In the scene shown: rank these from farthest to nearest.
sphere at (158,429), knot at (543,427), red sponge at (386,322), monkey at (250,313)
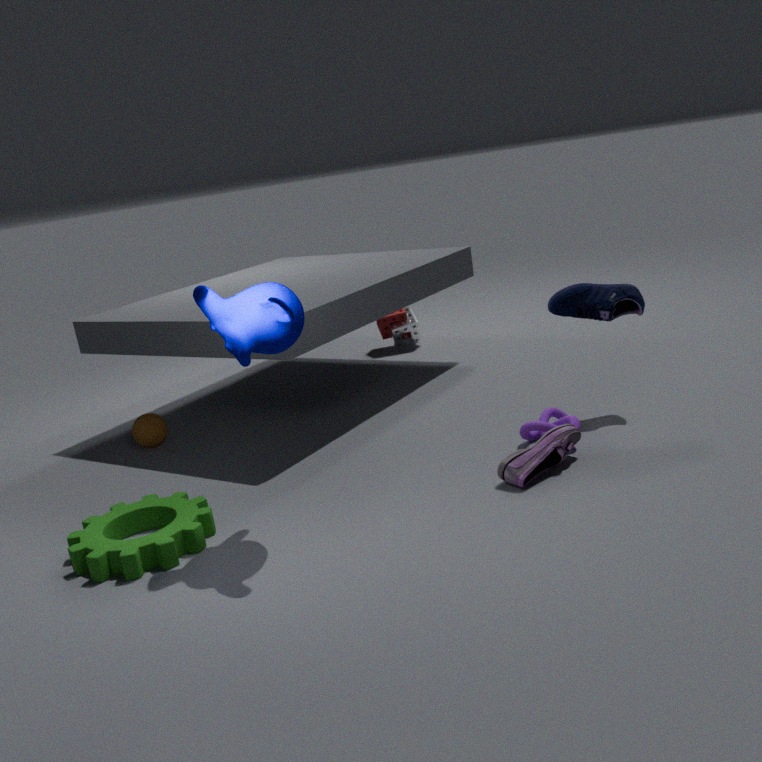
red sponge at (386,322), sphere at (158,429), knot at (543,427), monkey at (250,313)
